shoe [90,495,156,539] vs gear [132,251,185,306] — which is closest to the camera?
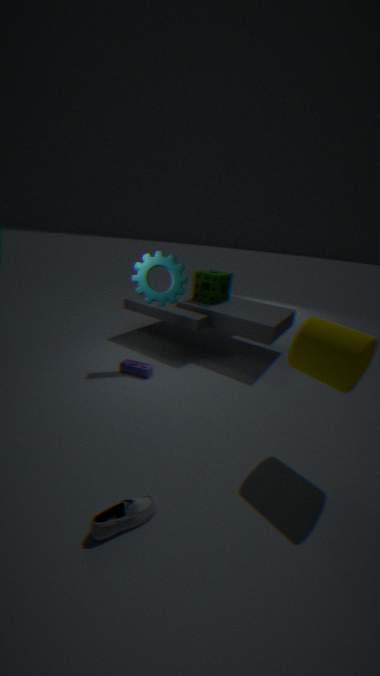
shoe [90,495,156,539]
